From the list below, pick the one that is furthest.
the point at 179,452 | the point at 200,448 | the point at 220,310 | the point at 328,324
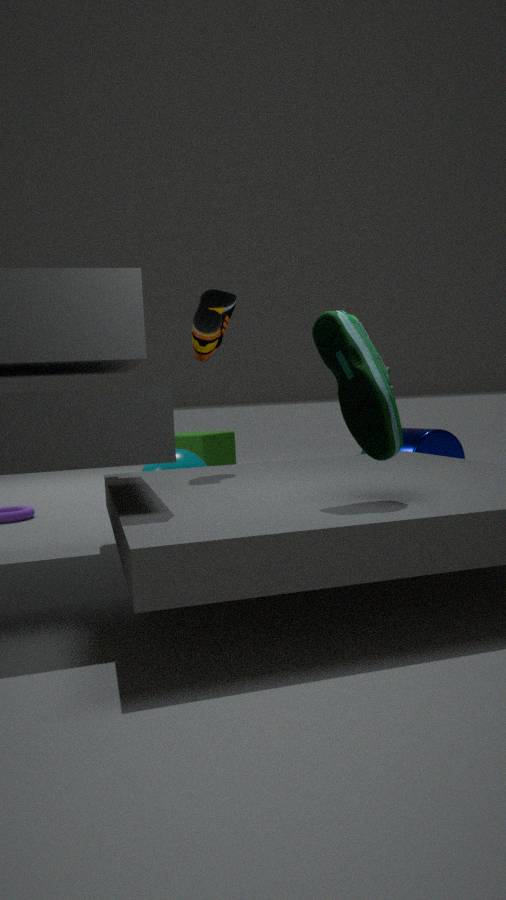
the point at 200,448
